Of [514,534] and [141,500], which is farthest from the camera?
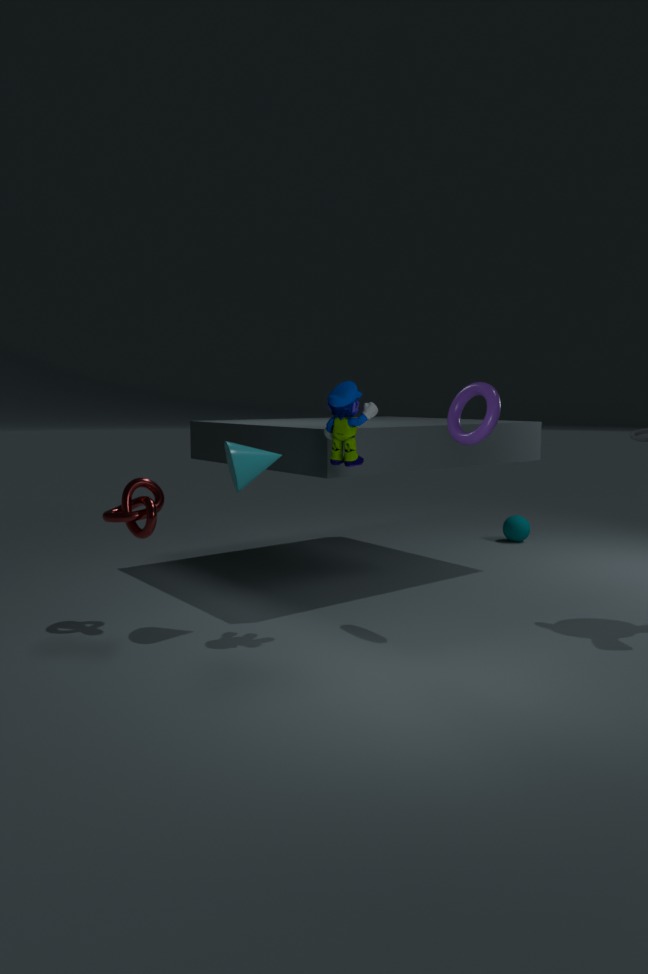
[514,534]
